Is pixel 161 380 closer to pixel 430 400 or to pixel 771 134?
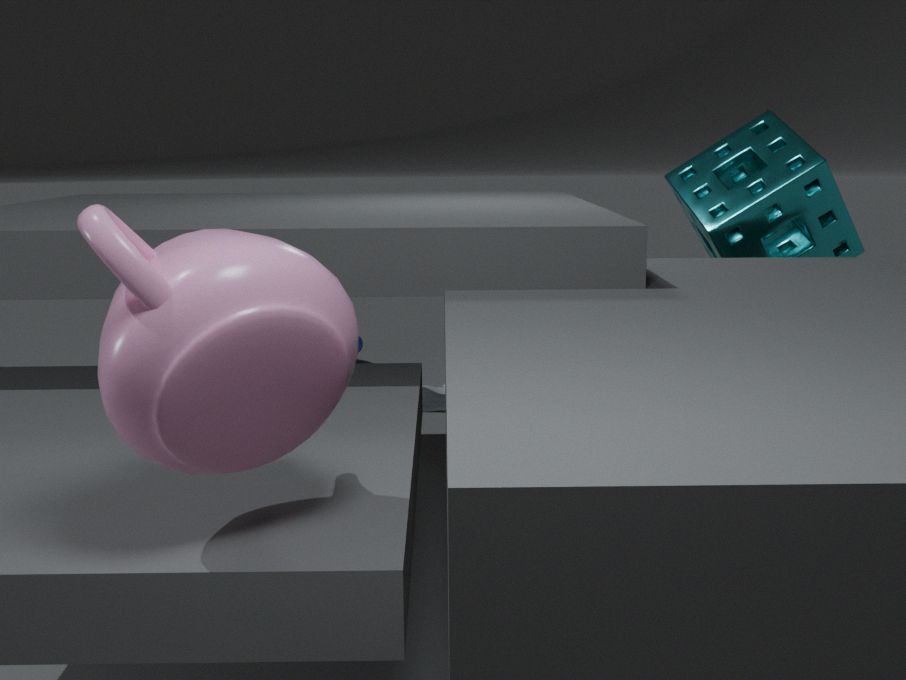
pixel 771 134
